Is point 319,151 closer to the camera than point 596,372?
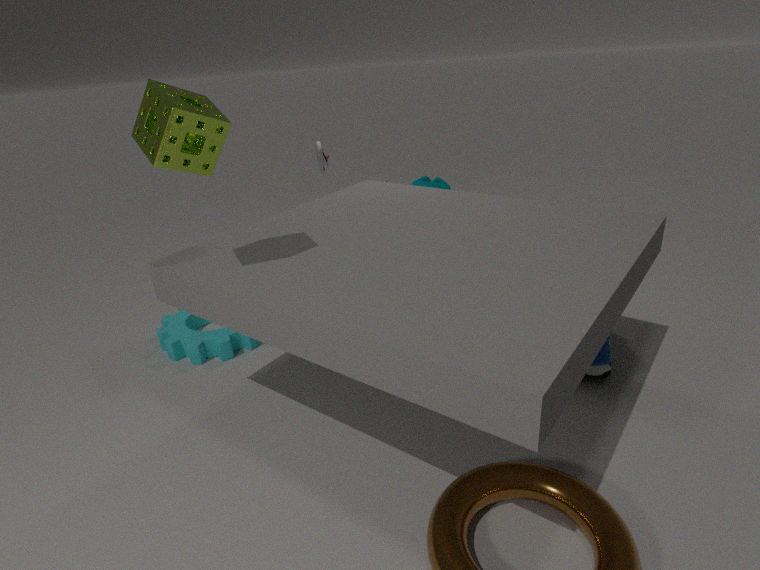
No
